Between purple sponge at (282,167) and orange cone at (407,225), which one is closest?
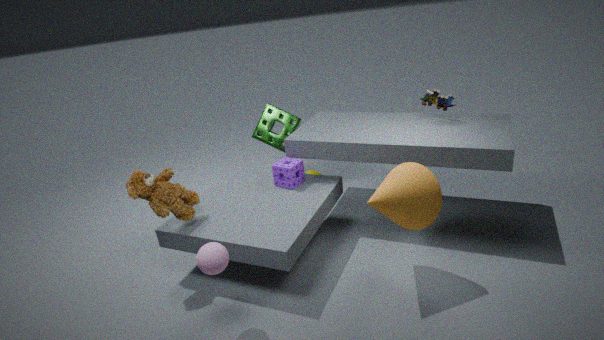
orange cone at (407,225)
